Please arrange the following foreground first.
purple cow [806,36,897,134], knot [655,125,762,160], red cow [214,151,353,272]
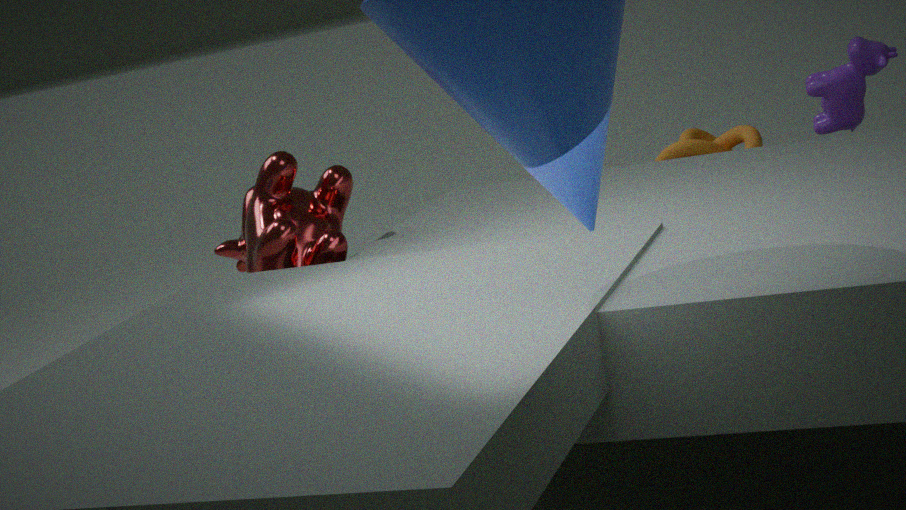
1. red cow [214,151,353,272]
2. purple cow [806,36,897,134]
3. knot [655,125,762,160]
